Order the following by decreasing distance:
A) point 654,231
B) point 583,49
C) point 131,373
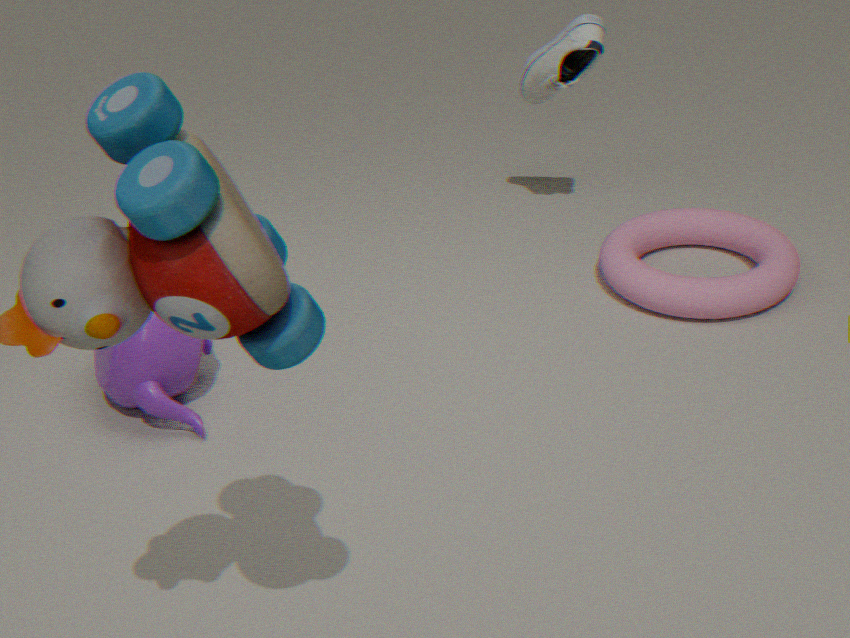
point 654,231 < point 583,49 < point 131,373
